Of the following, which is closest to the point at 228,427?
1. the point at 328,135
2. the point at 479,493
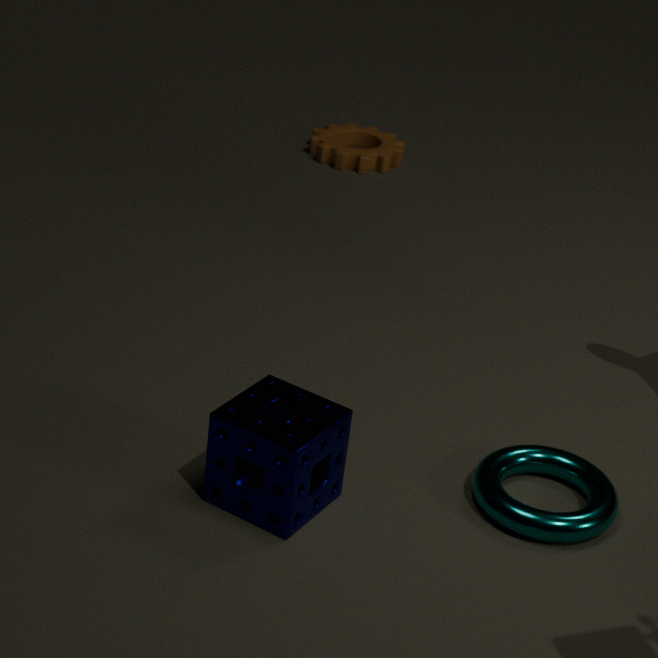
the point at 479,493
